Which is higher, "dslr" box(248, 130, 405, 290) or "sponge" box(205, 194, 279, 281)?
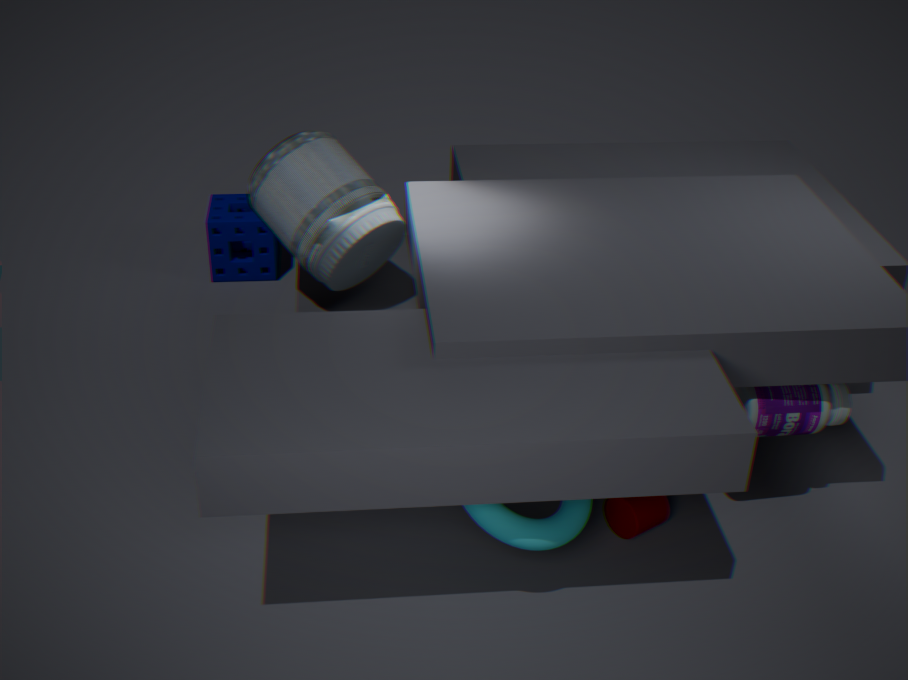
"dslr" box(248, 130, 405, 290)
